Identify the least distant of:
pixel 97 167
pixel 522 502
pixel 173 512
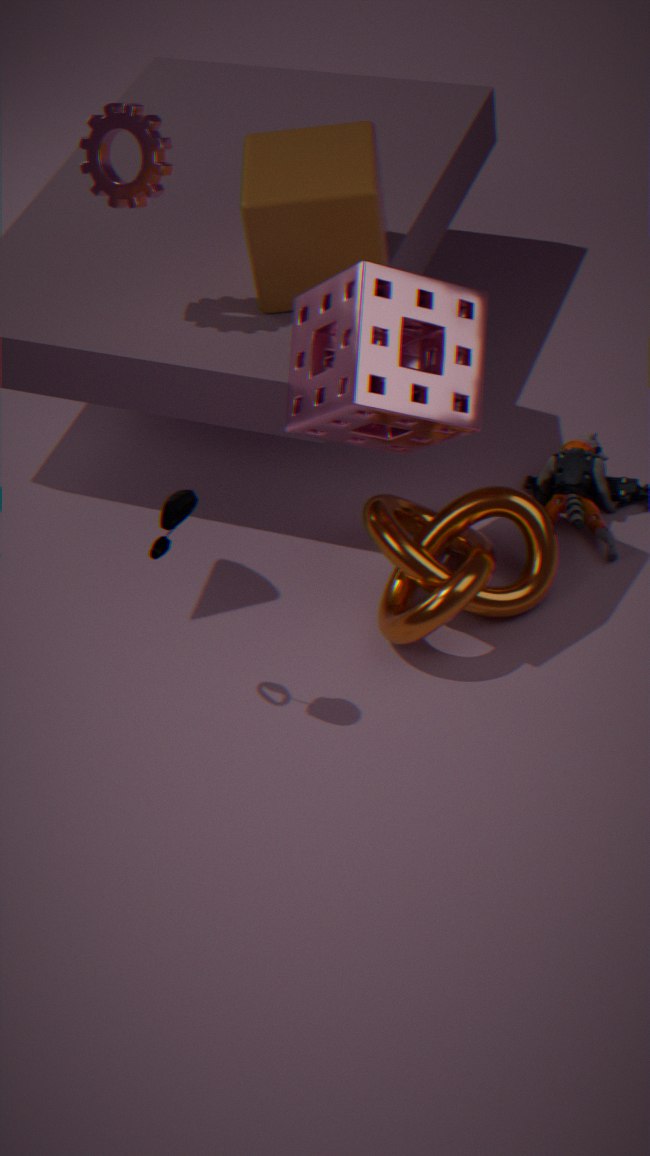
pixel 173 512
